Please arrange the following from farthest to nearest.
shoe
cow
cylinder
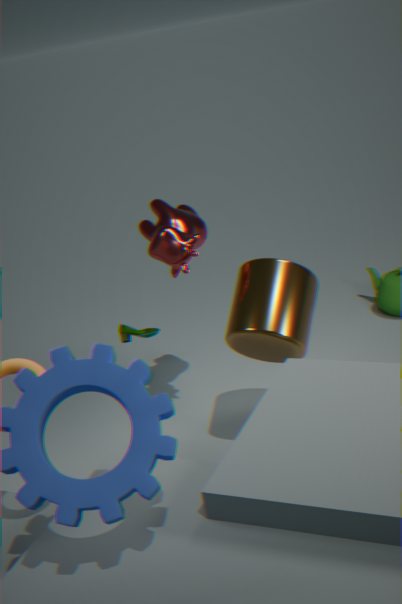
shoe, cow, cylinder
